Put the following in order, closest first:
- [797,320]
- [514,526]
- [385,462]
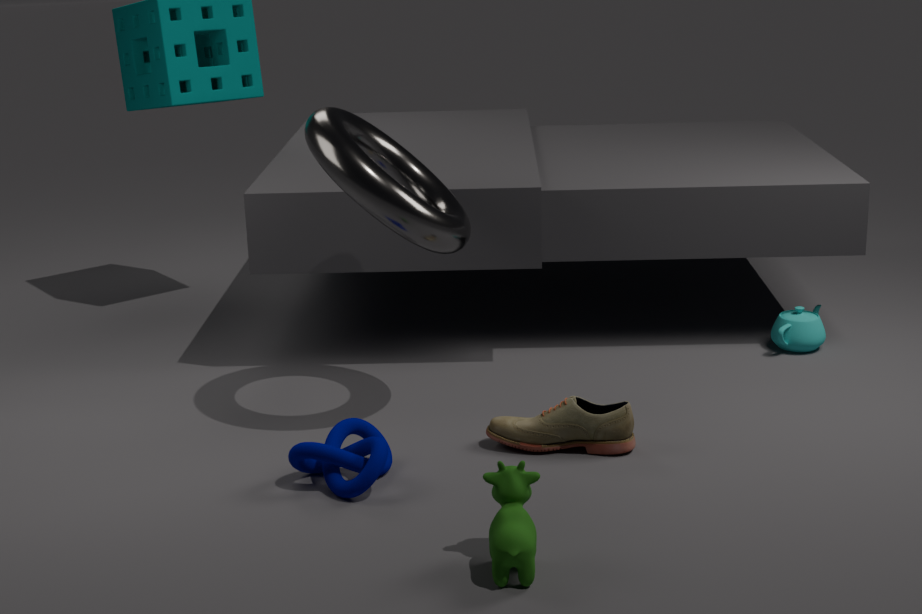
[514,526], [385,462], [797,320]
